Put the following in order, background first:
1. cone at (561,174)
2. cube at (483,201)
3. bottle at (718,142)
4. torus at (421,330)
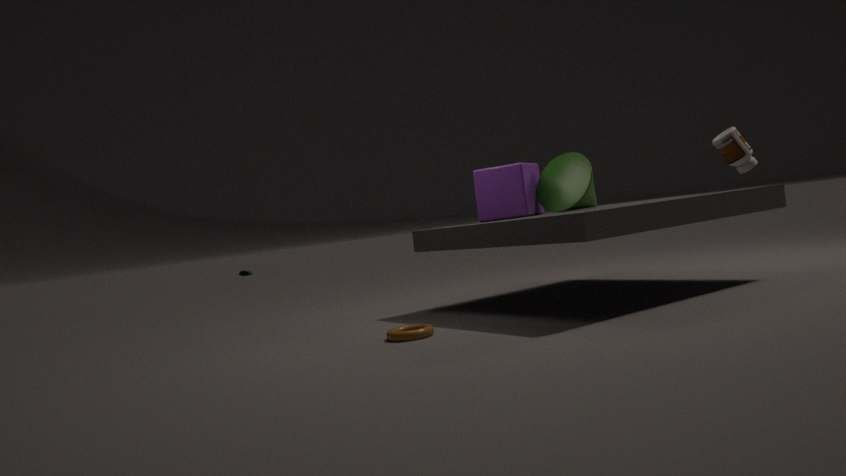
bottle at (718,142) < cube at (483,201) < cone at (561,174) < torus at (421,330)
